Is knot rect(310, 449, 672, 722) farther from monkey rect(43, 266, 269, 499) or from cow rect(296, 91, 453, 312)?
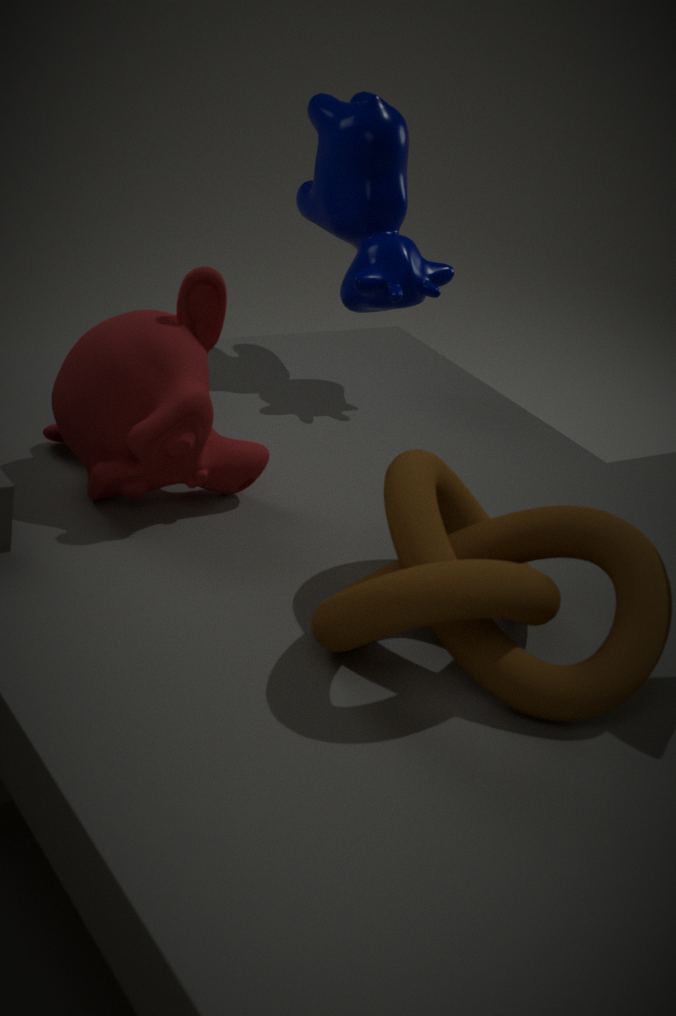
cow rect(296, 91, 453, 312)
